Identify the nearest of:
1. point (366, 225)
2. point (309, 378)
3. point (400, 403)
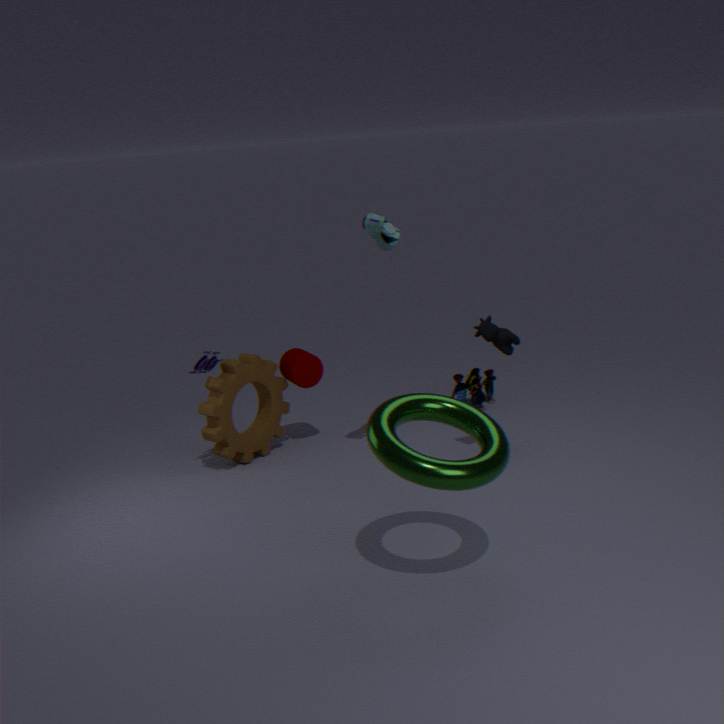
point (400, 403)
